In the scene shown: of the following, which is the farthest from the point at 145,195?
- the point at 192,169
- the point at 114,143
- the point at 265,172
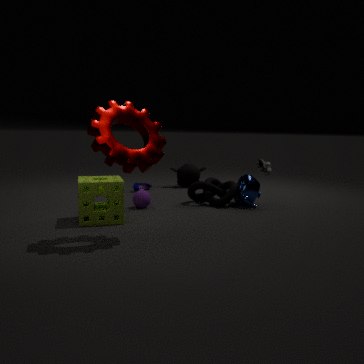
the point at 192,169
